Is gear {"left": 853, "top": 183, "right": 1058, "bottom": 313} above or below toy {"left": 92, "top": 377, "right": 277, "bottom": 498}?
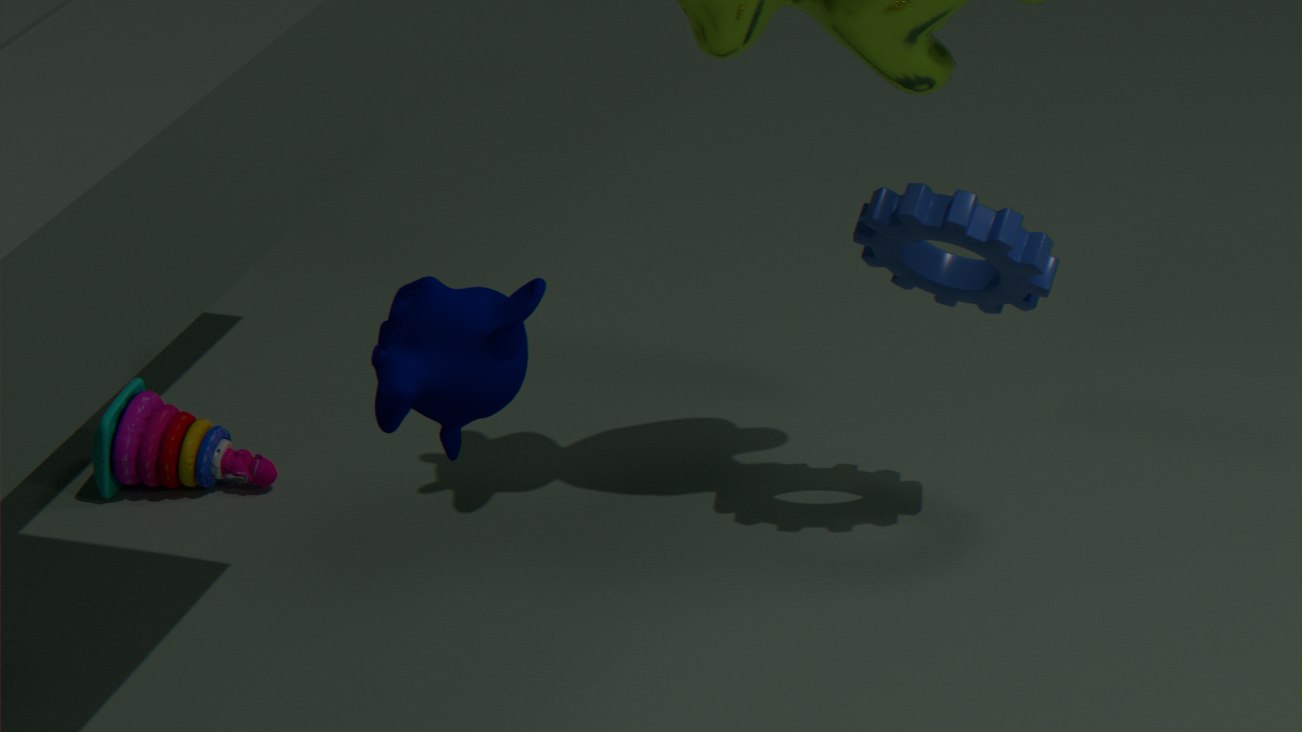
above
